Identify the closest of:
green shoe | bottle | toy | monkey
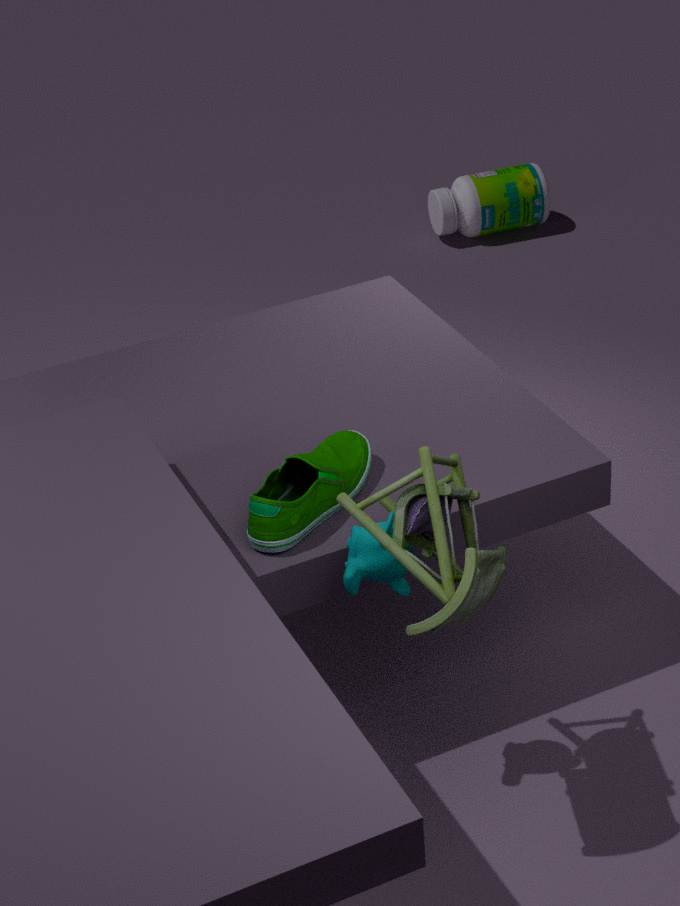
toy
